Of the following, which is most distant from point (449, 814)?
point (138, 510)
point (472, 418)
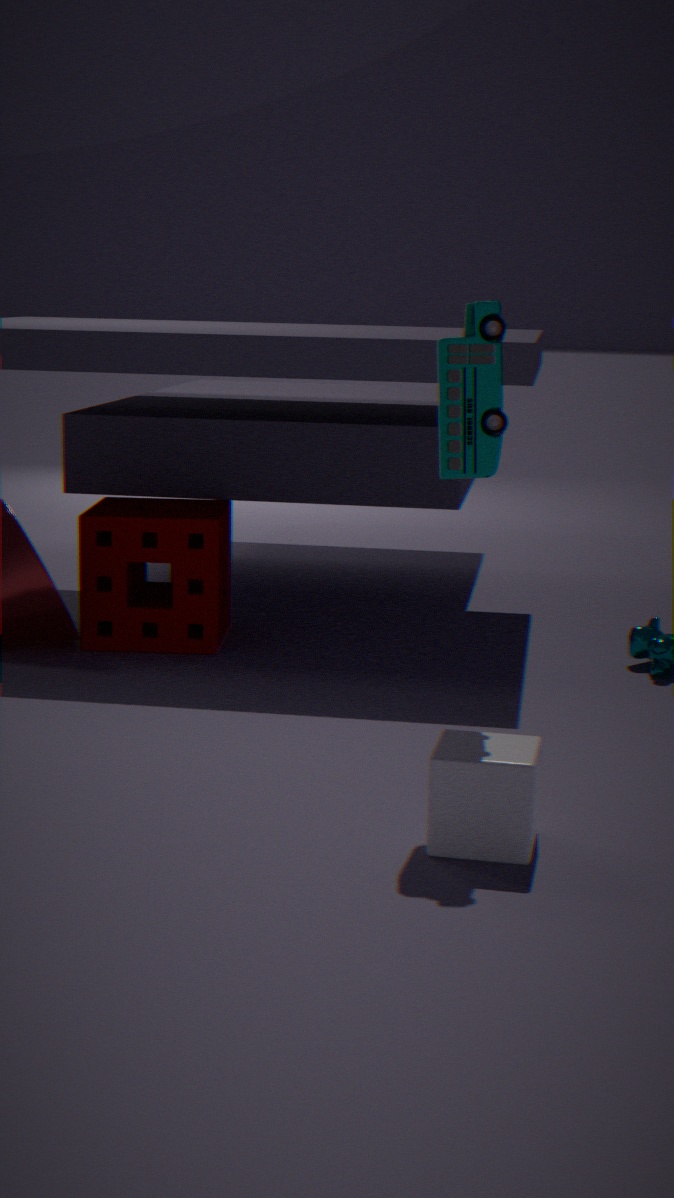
point (138, 510)
